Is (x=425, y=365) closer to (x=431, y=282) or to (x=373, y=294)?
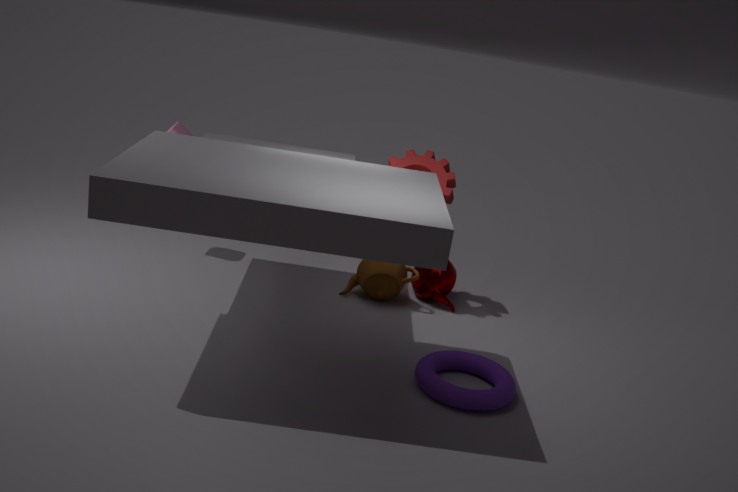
(x=373, y=294)
